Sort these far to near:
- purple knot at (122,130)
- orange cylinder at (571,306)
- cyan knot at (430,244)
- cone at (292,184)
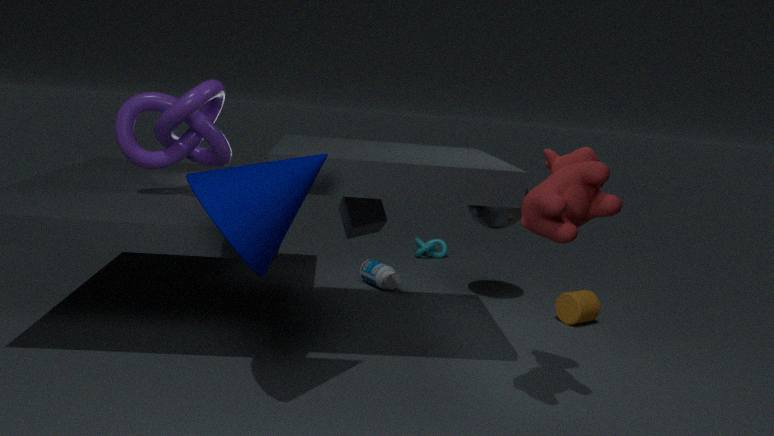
cyan knot at (430,244), orange cylinder at (571,306), purple knot at (122,130), cone at (292,184)
